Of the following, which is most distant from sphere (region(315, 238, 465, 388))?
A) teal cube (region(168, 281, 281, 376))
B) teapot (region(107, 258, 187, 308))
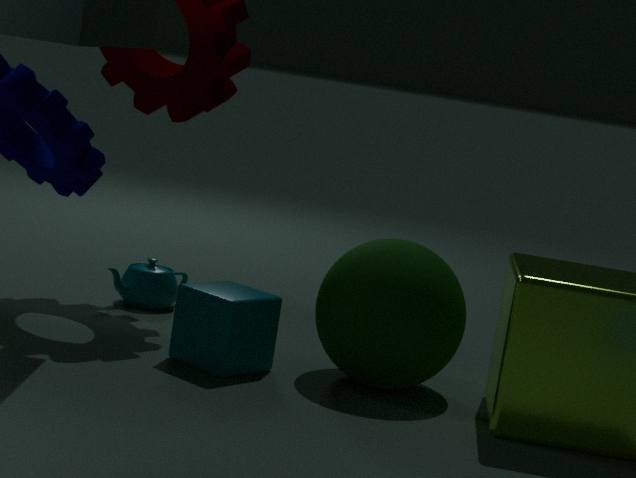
teapot (region(107, 258, 187, 308))
